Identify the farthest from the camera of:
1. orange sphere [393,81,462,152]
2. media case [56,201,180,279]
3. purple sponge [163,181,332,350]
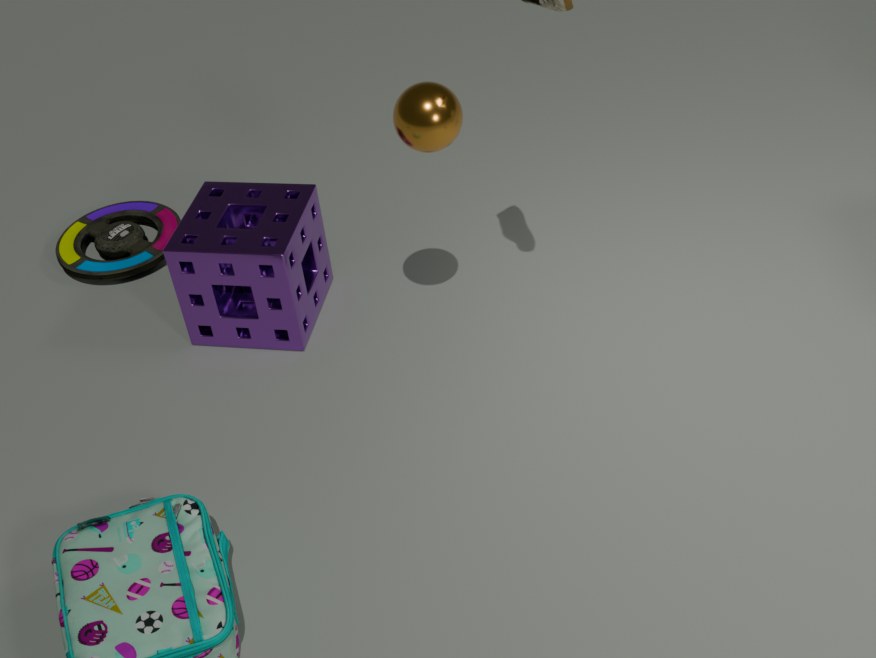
media case [56,201,180,279]
